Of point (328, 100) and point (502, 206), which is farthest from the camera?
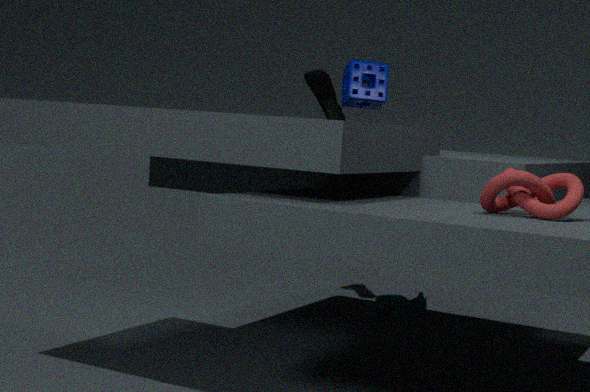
point (328, 100)
